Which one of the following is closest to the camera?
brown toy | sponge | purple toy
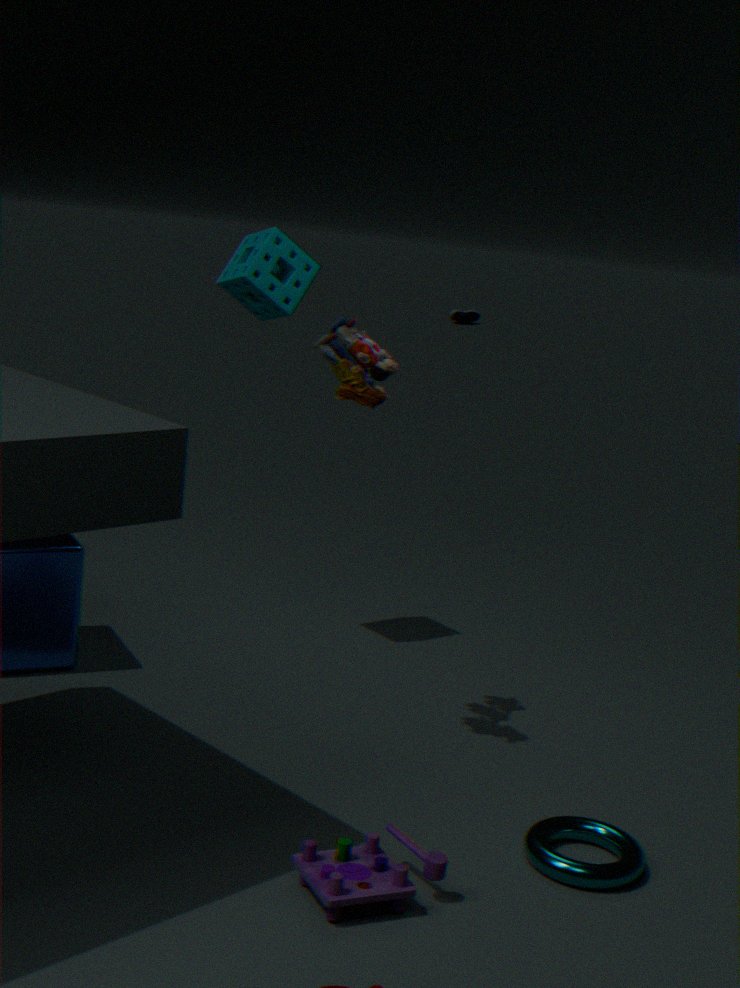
purple toy
